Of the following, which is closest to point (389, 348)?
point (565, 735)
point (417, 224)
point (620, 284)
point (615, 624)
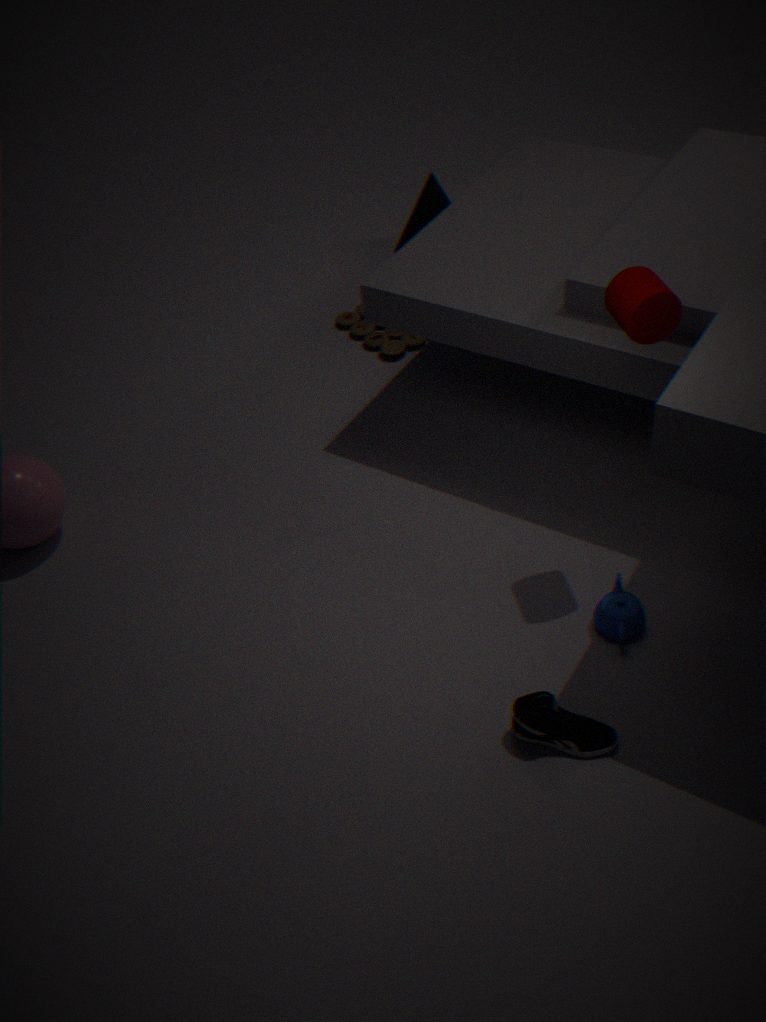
point (417, 224)
